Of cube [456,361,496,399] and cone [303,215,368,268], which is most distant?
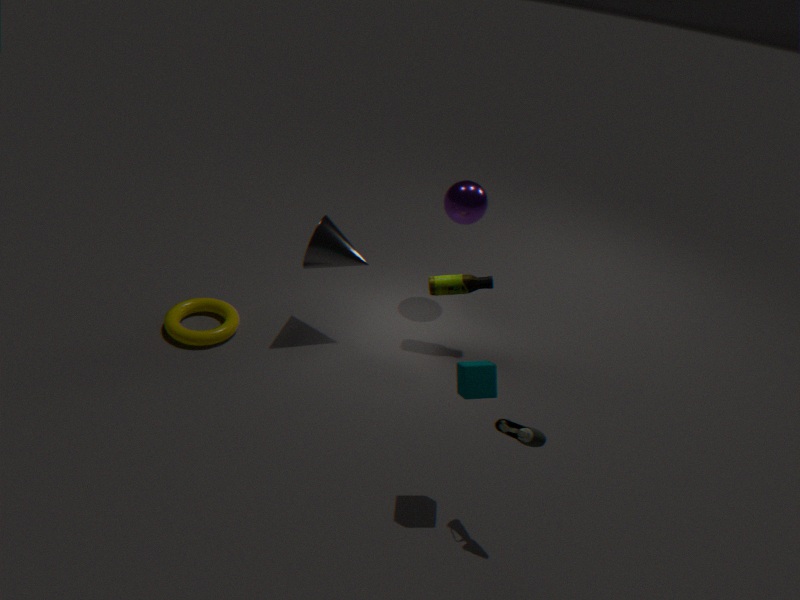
cone [303,215,368,268]
